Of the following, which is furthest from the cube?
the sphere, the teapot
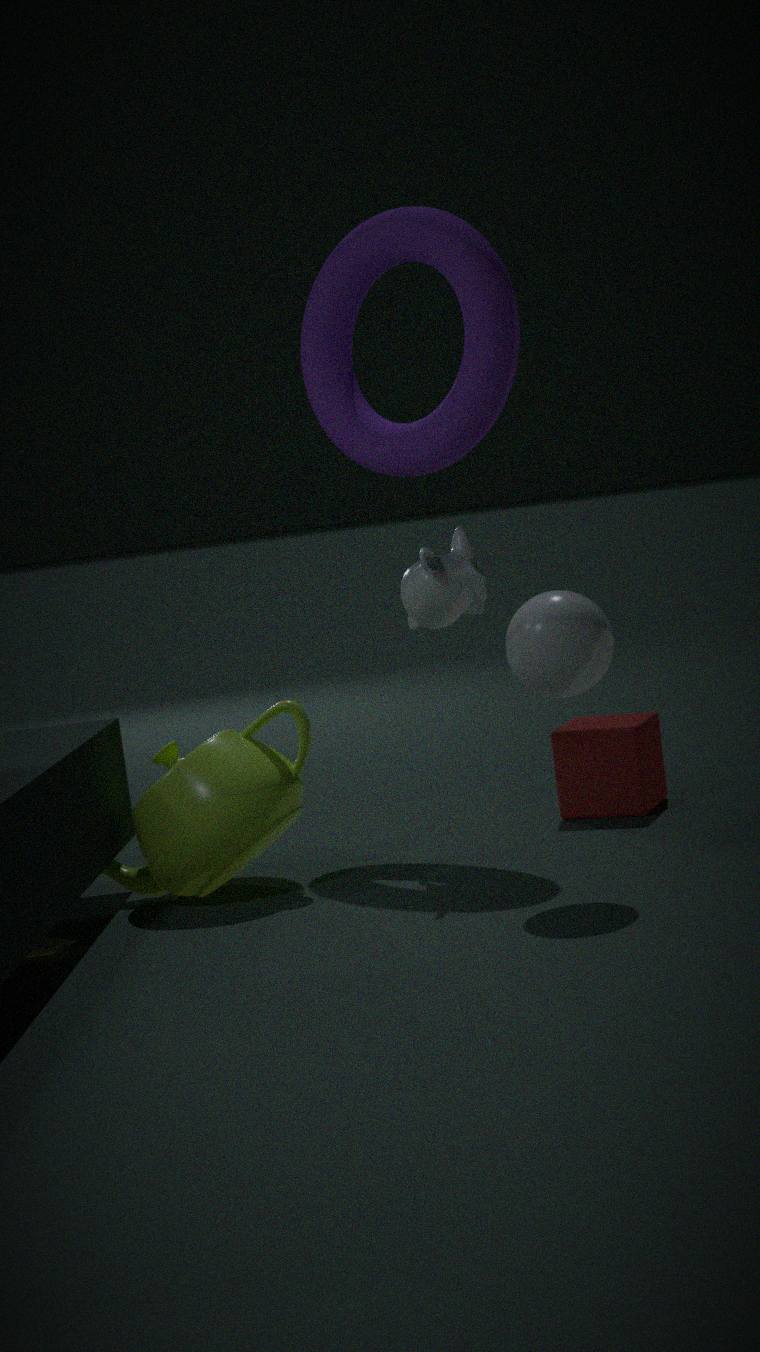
the teapot
